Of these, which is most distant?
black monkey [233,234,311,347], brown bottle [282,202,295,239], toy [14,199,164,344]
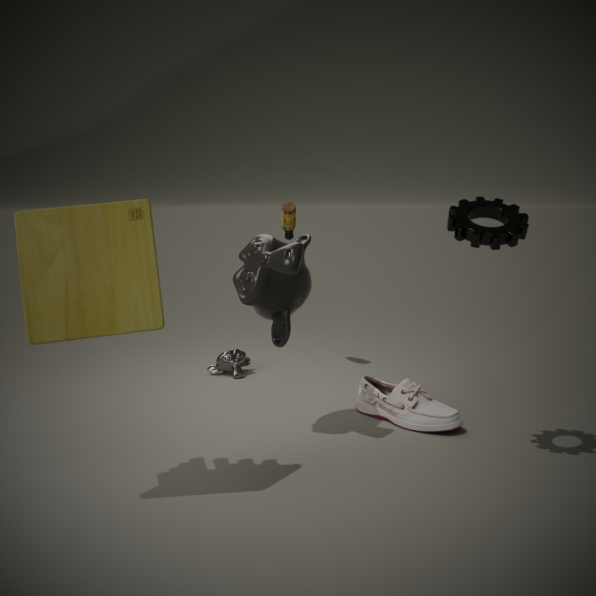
brown bottle [282,202,295,239]
